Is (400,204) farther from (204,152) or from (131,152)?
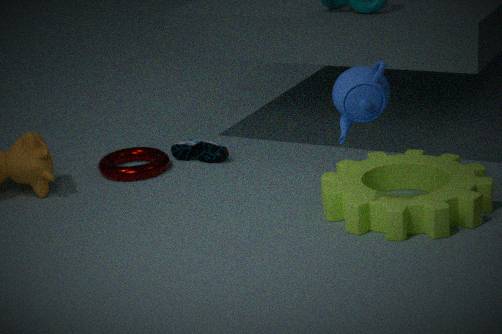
(131,152)
